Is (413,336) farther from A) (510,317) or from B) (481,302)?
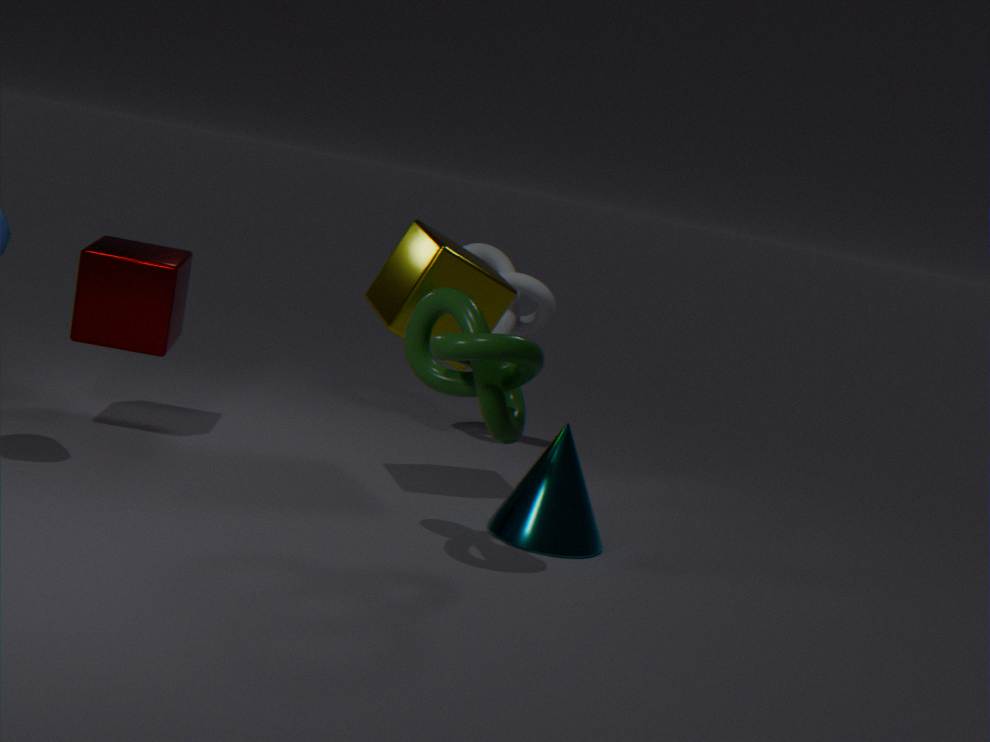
A) (510,317)
